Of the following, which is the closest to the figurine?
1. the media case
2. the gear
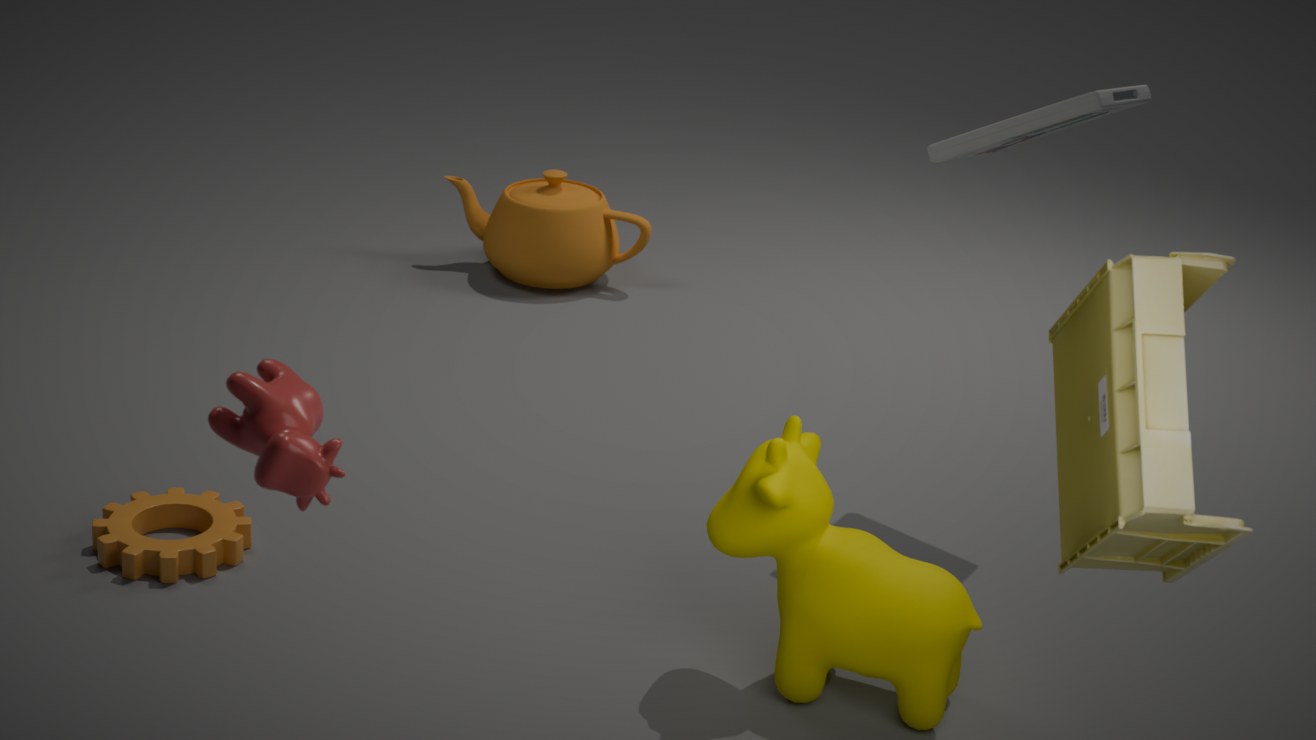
the media case
